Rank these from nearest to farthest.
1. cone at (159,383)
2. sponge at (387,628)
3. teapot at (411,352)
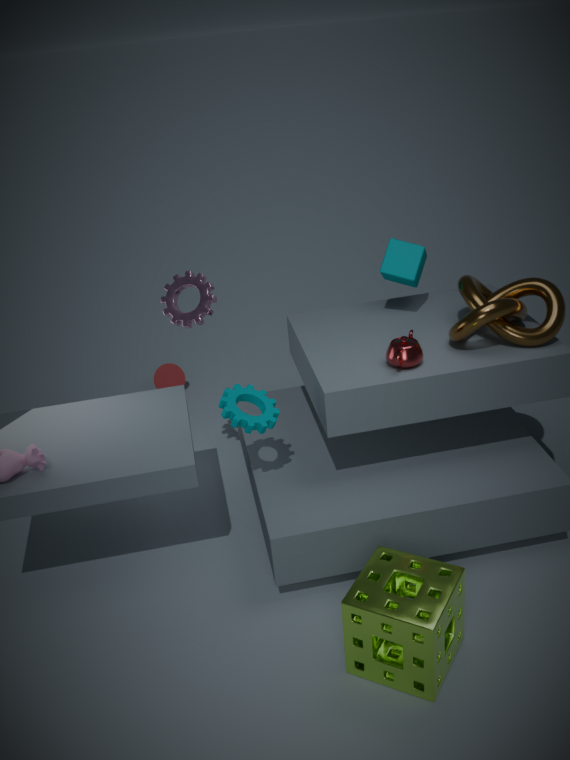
sponge at (387,628)
teapot at (411,352)
cone at (159,383)
